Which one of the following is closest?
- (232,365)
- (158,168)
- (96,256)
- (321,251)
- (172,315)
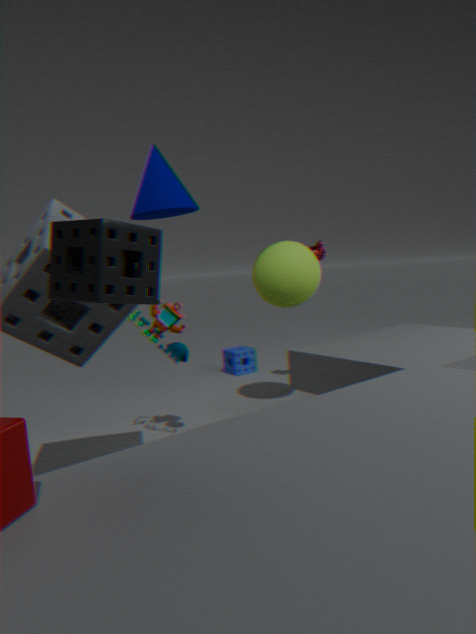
(96,256)
